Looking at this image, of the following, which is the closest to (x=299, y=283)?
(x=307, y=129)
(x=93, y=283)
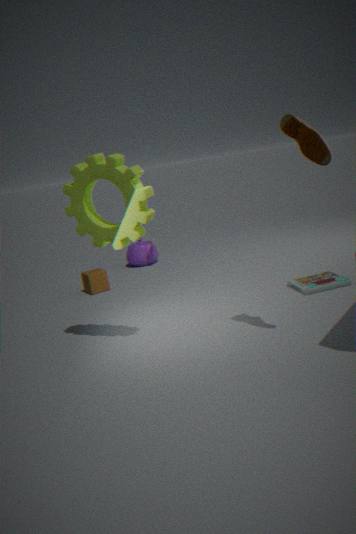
(x=307, y=129)
